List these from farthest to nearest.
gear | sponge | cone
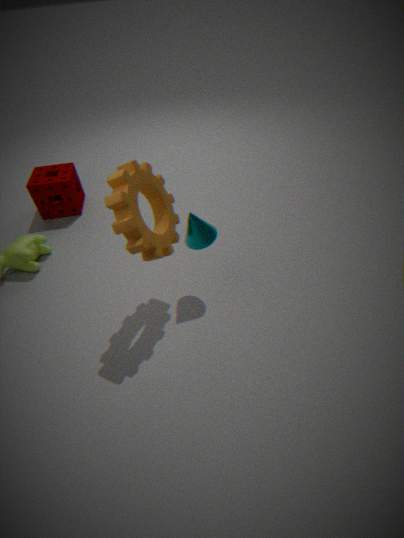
1. sponge
2. cone
3. gear
